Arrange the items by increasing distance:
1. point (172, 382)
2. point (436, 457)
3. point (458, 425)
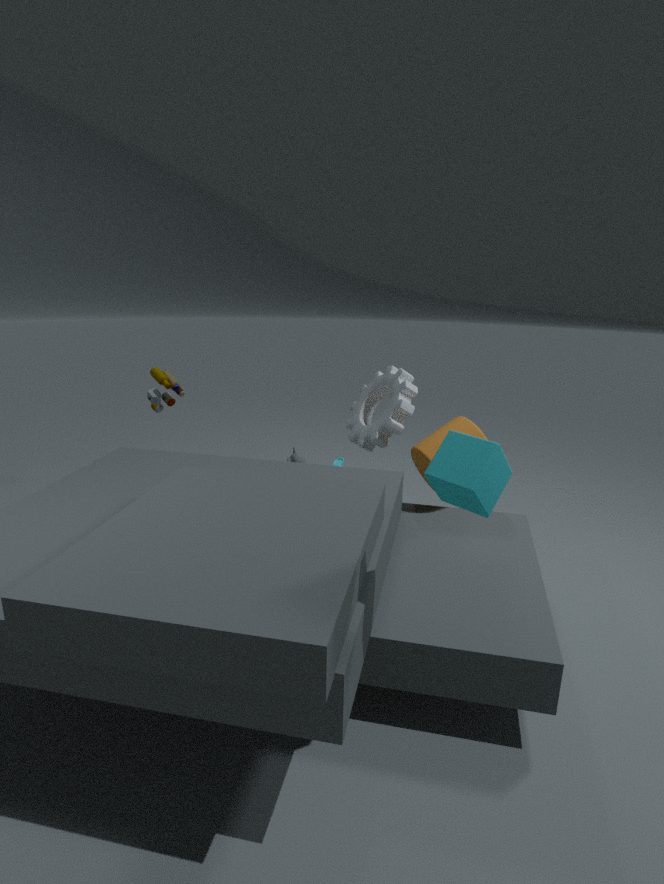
point (436, 457) → point (458, 425) → point (172, 382)
